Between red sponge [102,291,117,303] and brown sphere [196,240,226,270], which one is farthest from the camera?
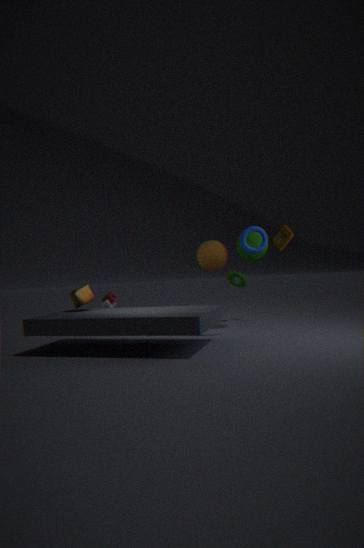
red sponge [102,291,117,303]
